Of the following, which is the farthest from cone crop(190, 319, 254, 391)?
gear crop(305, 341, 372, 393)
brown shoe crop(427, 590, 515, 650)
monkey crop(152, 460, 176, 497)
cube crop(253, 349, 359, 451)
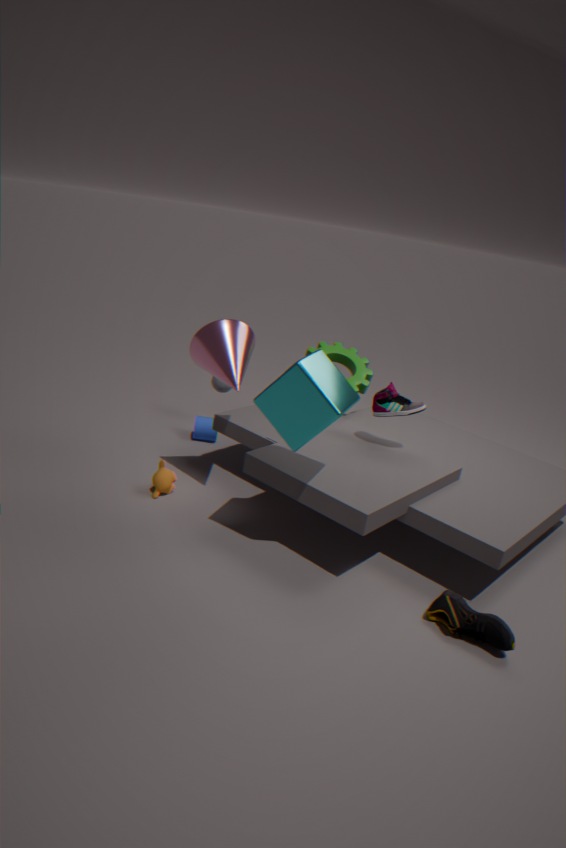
brown shoe crop(427, 590, 515, 650)
